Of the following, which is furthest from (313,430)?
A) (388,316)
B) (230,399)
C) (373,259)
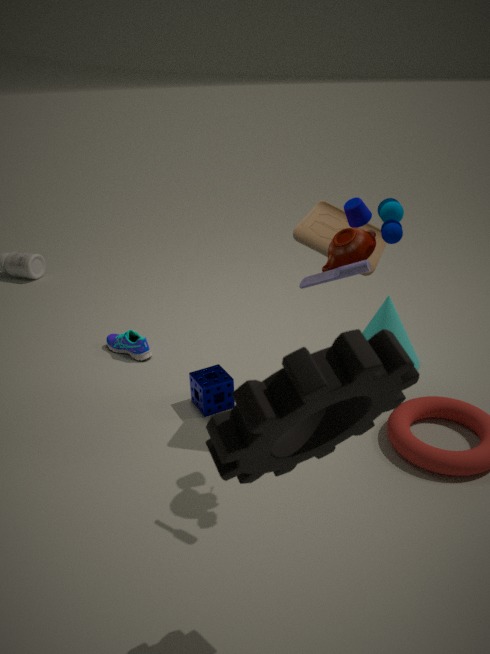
(388,316)
